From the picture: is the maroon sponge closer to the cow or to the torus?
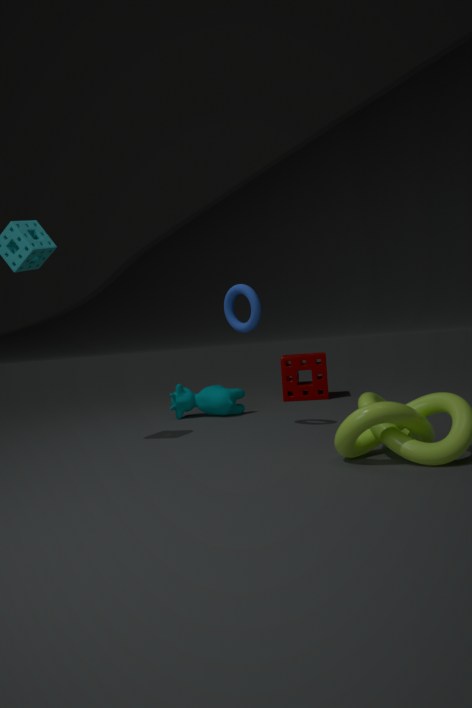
the cow
